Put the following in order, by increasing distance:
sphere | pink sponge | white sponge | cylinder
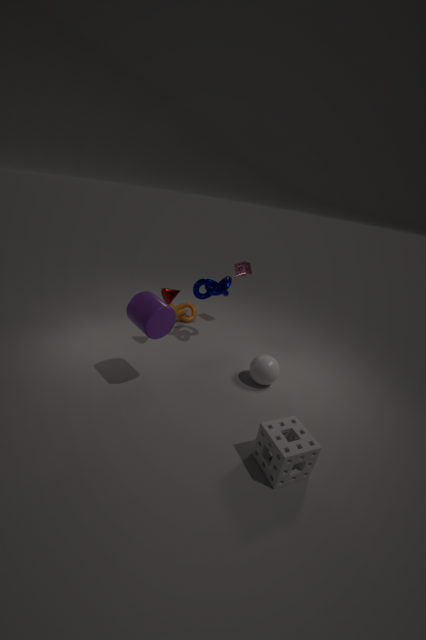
1. white sponge
2. cylinder
3. sphere
4. pink sponge
